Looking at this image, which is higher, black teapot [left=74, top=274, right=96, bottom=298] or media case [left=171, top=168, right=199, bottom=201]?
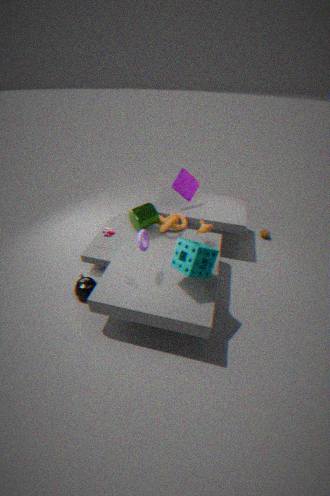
media case [left=171, top=168, right=199, bottom=201]
